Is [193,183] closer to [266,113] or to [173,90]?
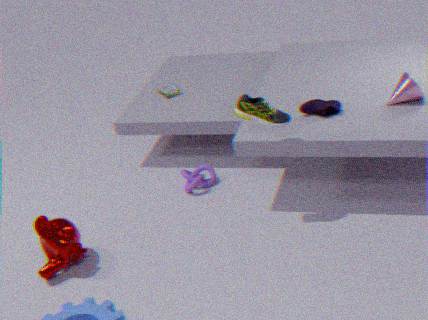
[173,90]
